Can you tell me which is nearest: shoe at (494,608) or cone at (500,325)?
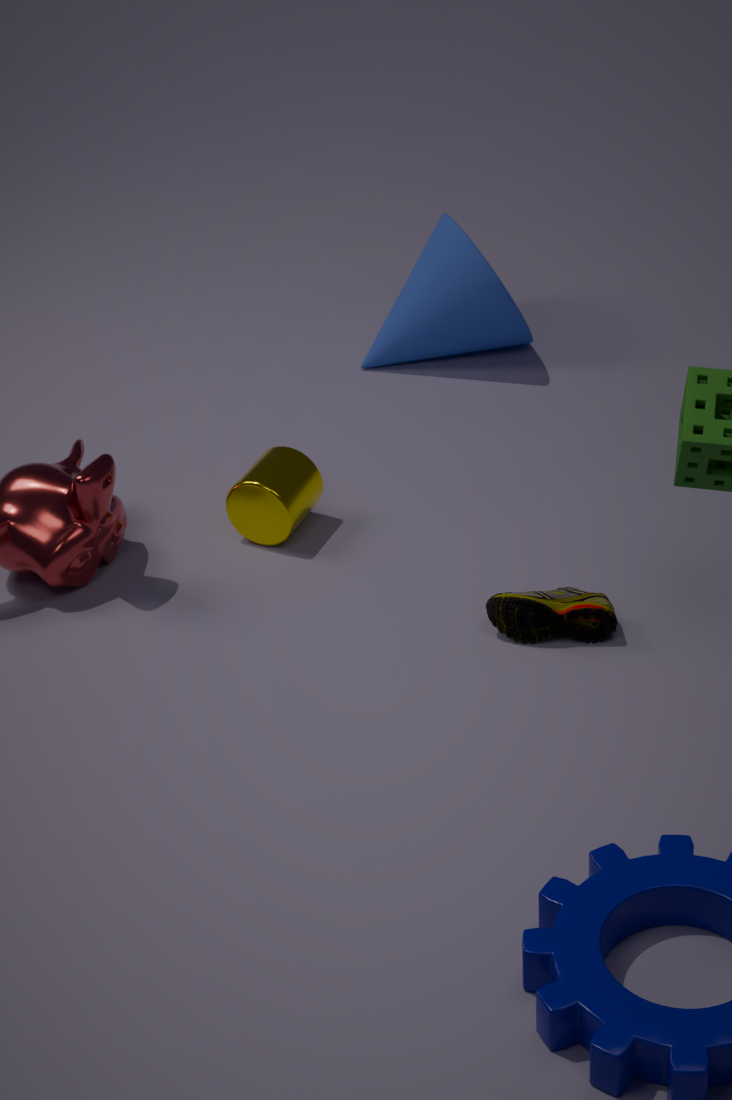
shoe at (494,608)
